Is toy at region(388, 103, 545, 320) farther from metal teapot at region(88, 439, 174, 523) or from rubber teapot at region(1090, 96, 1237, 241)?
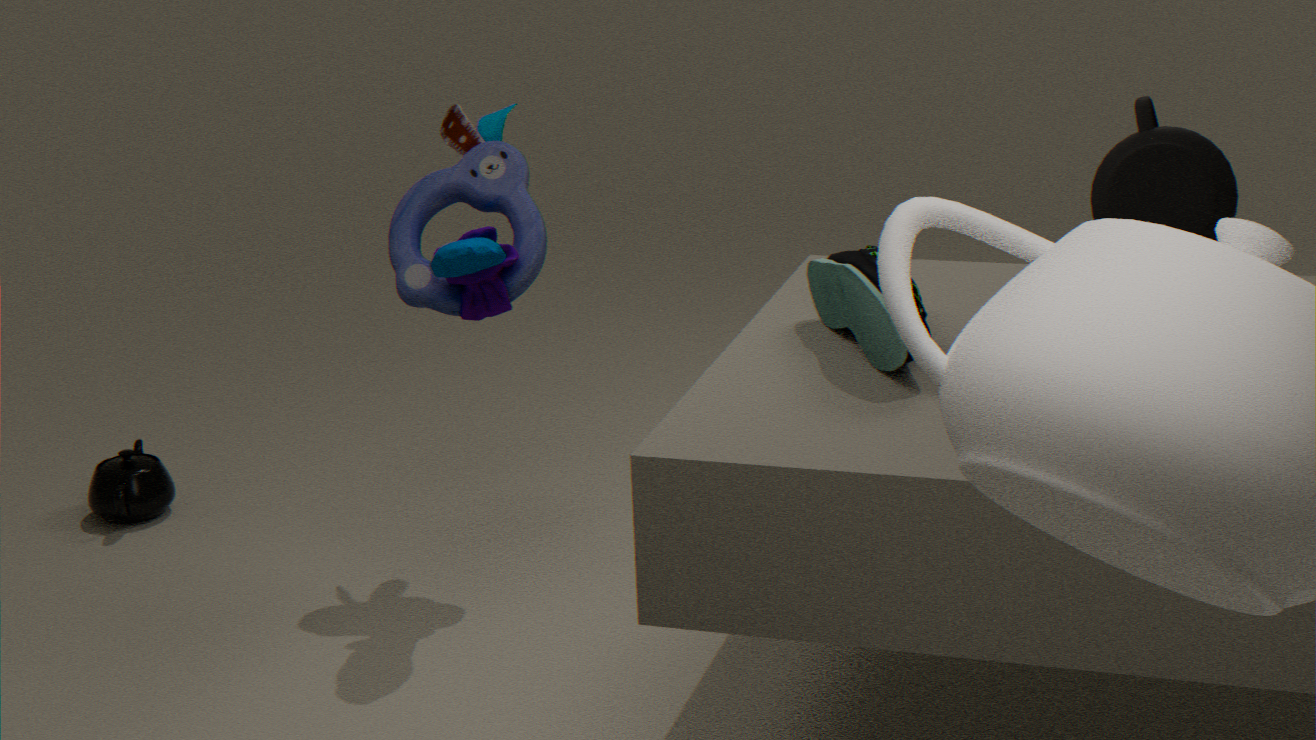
rubber teapot at region(1090, 96, 1237, 241)
